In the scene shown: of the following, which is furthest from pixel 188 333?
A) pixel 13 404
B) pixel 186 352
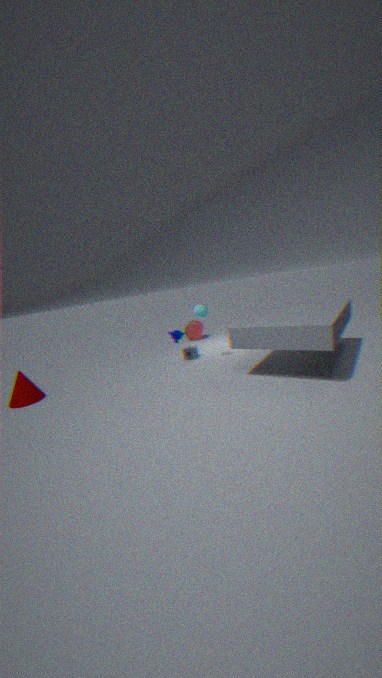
pixel 13 404
